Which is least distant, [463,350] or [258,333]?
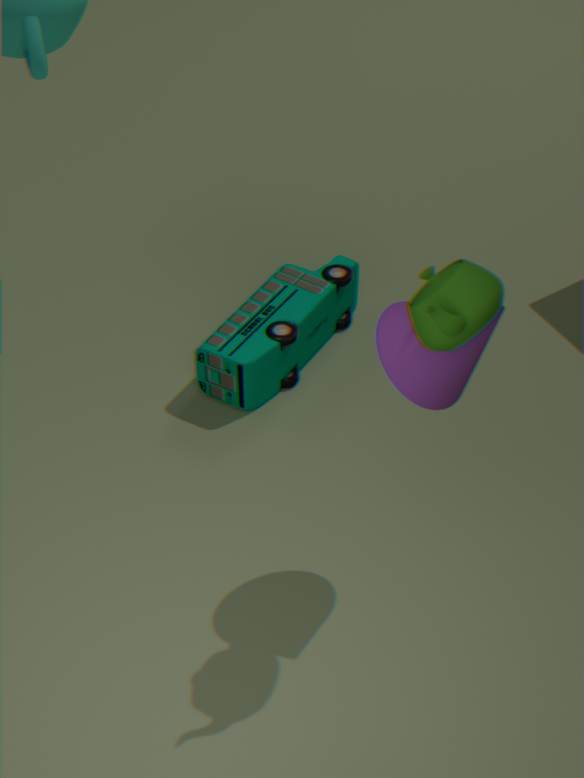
[463,350]
